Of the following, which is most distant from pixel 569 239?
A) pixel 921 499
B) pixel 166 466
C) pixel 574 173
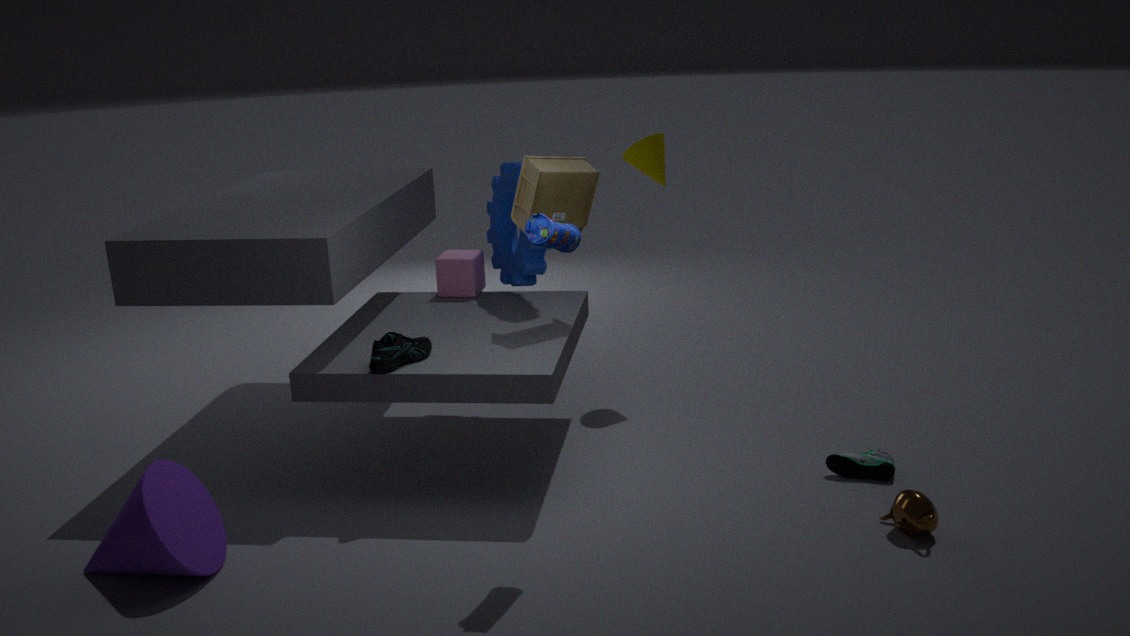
pixel 166 466
